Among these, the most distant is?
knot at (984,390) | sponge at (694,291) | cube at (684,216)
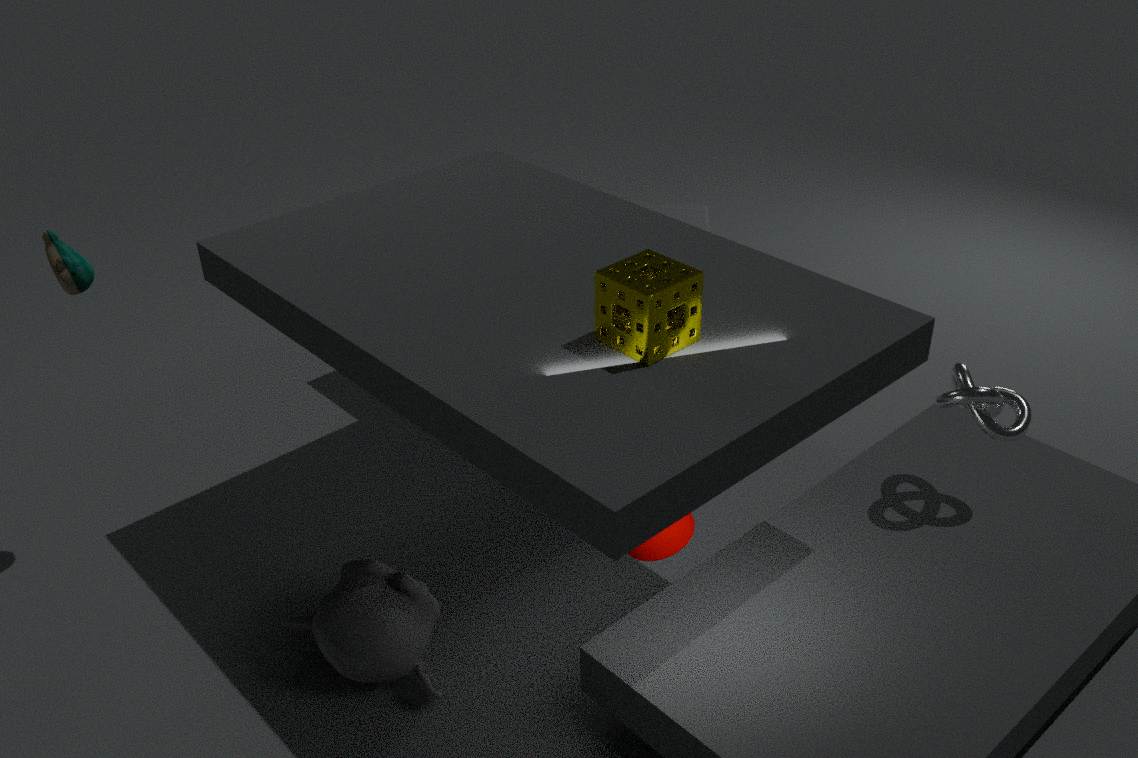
cube at (684,216)
